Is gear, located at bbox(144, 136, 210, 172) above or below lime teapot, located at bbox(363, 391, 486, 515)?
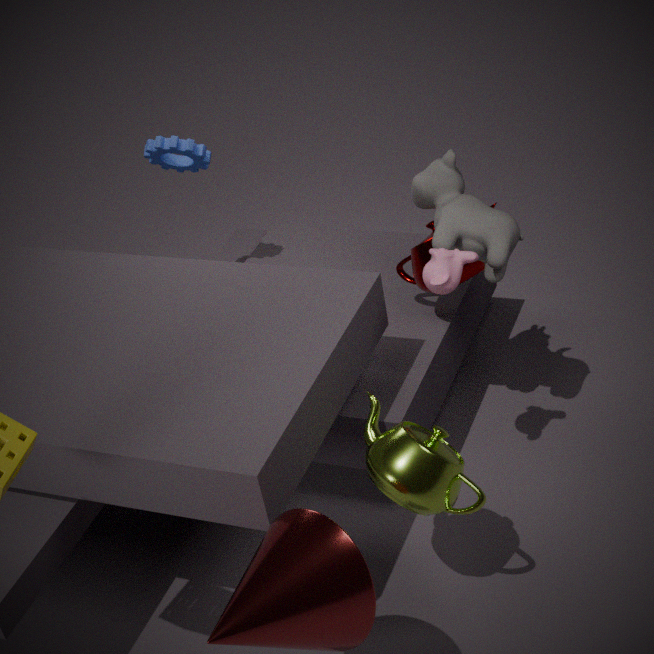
above
